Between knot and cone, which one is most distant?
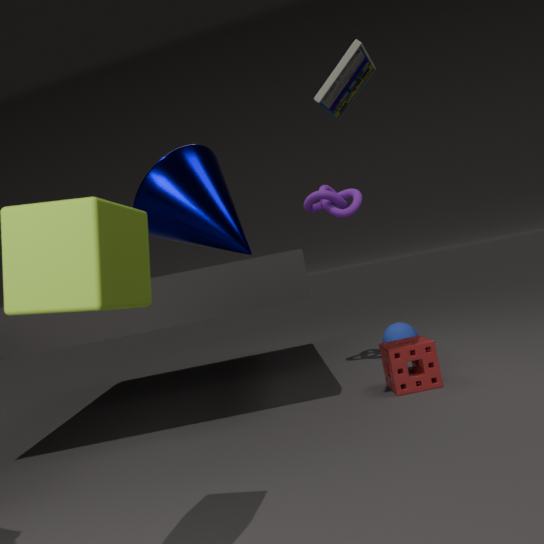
knot
